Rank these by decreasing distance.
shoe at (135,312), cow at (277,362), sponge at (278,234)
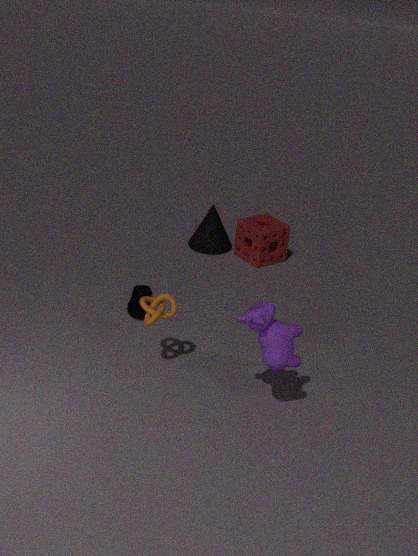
sponge at (278,234) → shoe at (135,312) → cow at (277,362)
